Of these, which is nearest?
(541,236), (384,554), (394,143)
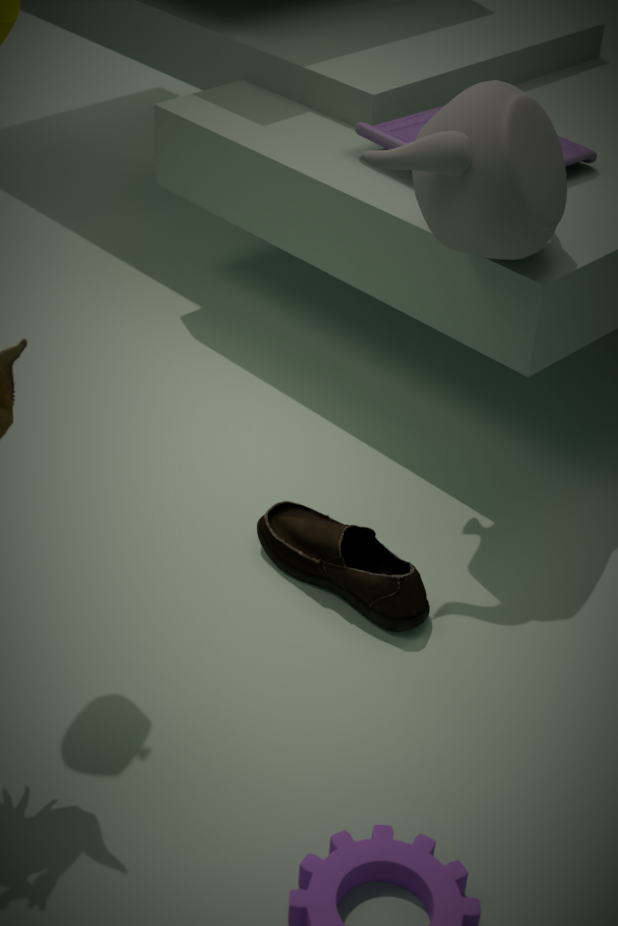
(541,236)
